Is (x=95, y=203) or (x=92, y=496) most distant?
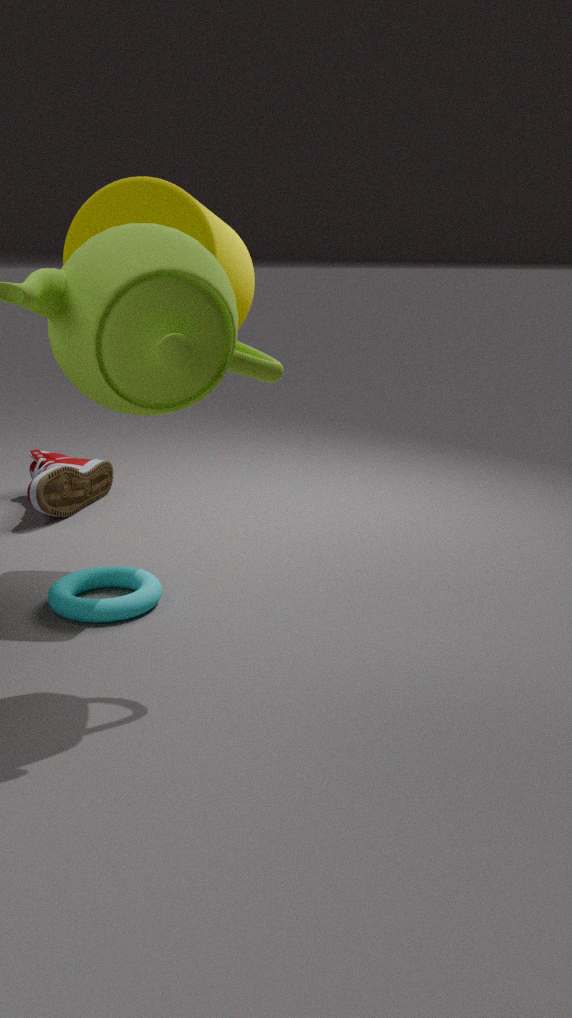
(x=92, y=496)
